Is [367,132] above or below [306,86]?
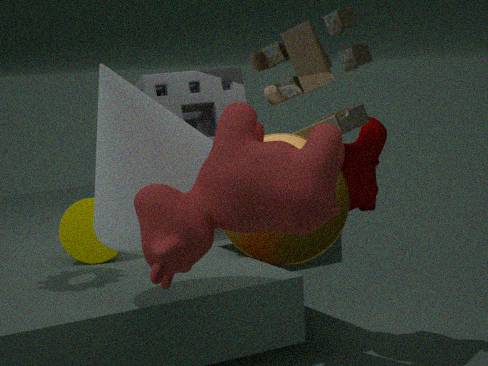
below
